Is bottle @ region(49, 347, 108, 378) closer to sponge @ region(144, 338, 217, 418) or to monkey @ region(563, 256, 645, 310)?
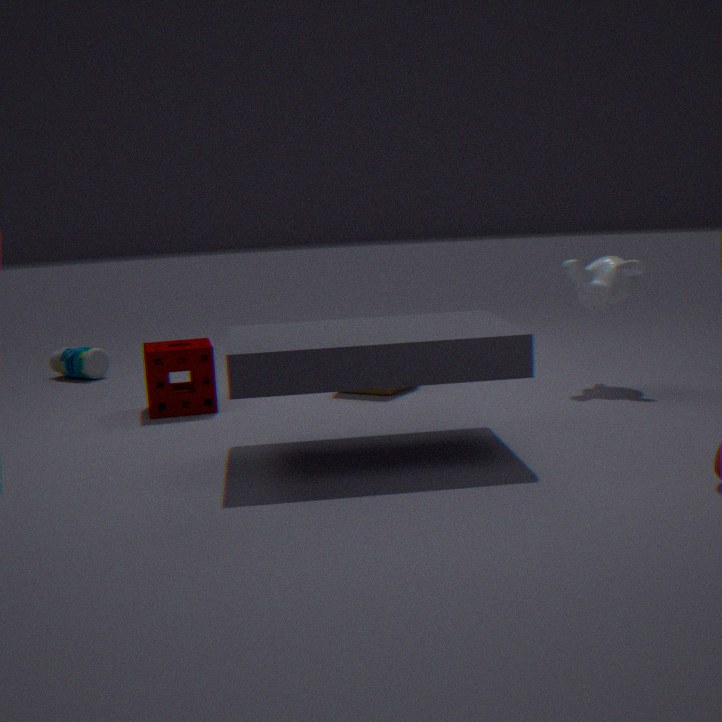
sponge @ region(144, 338, 217, 418)
